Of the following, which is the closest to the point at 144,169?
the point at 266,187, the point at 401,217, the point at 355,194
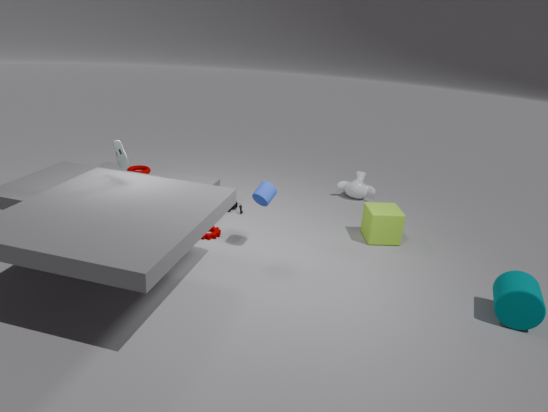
the point at 266,187
